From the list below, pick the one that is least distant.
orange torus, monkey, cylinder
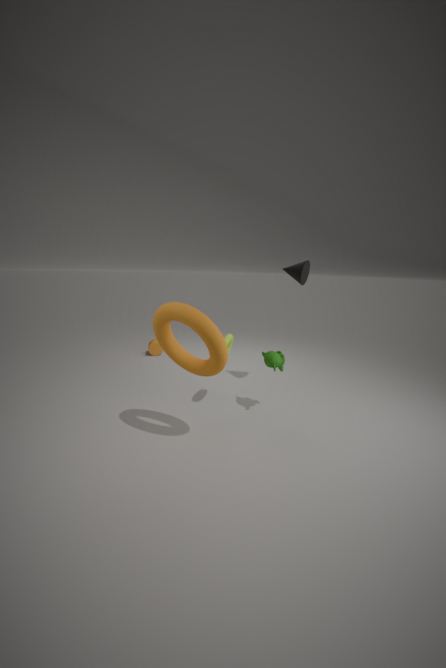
orange torus
